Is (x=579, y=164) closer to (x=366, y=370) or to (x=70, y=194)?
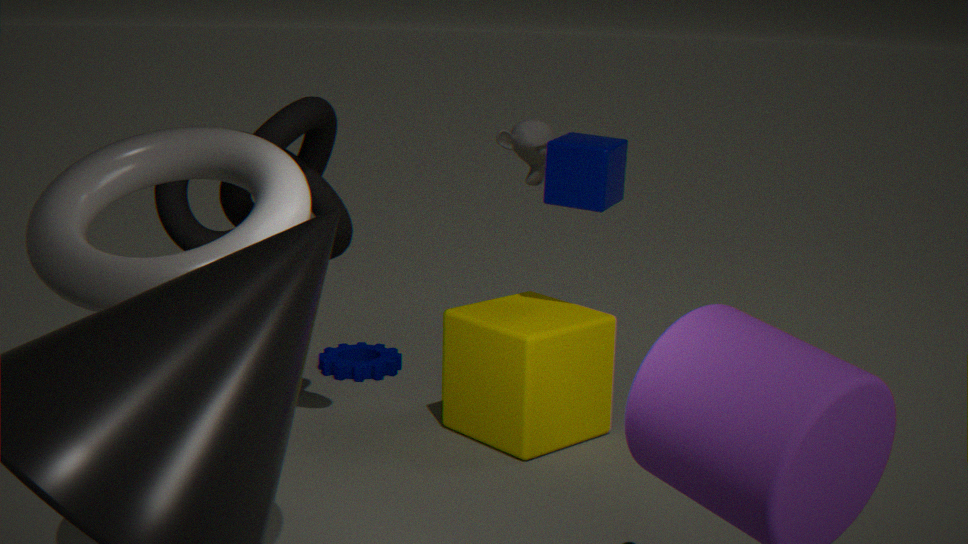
(x=366, y=370)
